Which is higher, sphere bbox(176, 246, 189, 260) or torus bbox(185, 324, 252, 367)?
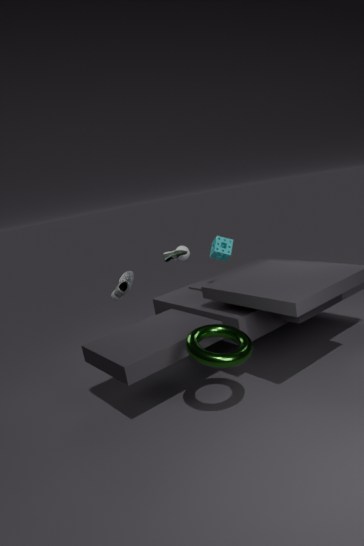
sphere bbox(176, 246, 189, 260)
